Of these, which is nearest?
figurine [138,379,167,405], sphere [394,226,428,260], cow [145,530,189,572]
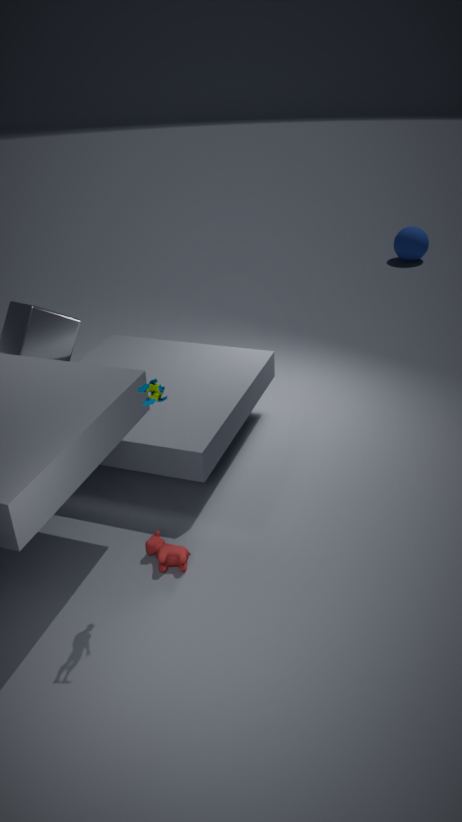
figurine [138,379,167,405]
